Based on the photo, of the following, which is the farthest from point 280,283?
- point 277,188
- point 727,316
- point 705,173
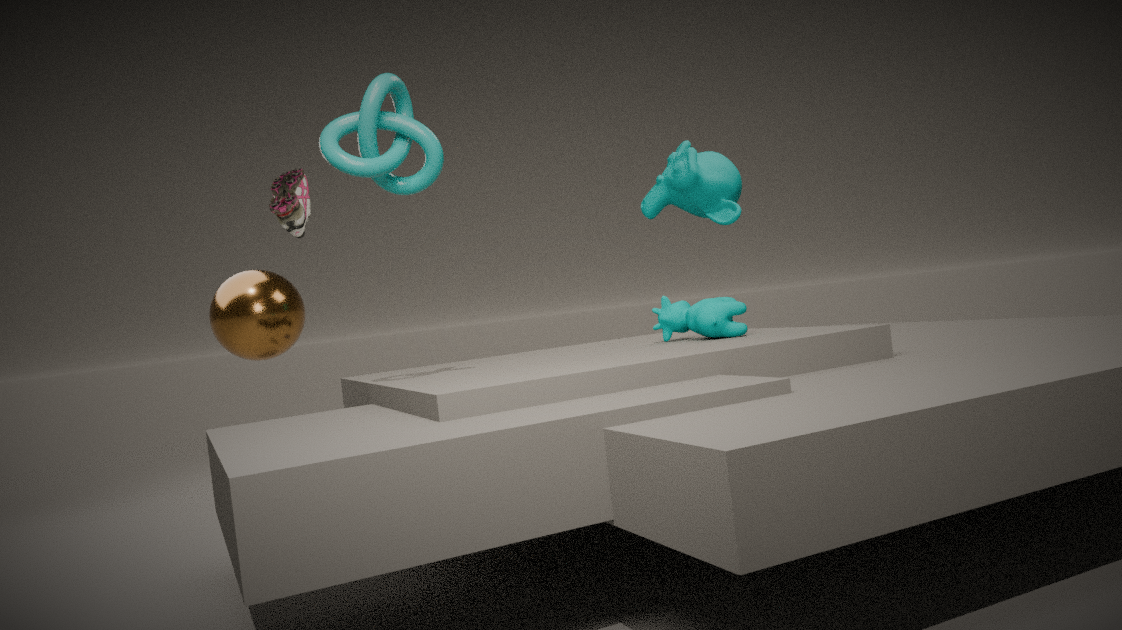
point 727,316
